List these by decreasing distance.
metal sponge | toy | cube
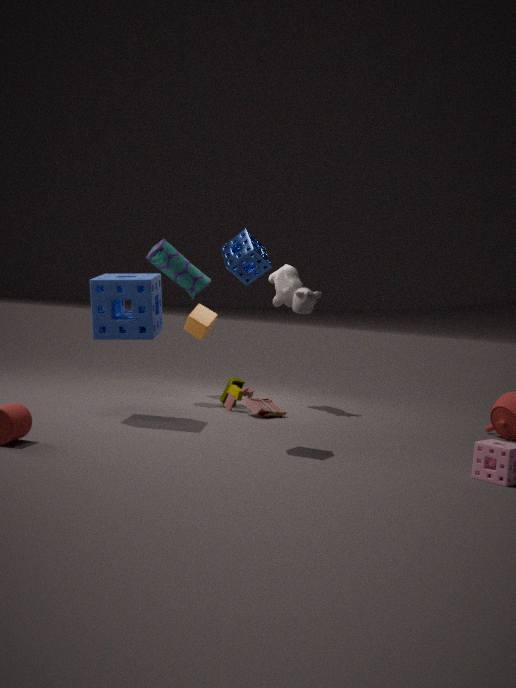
cube → toy → metal sponge
